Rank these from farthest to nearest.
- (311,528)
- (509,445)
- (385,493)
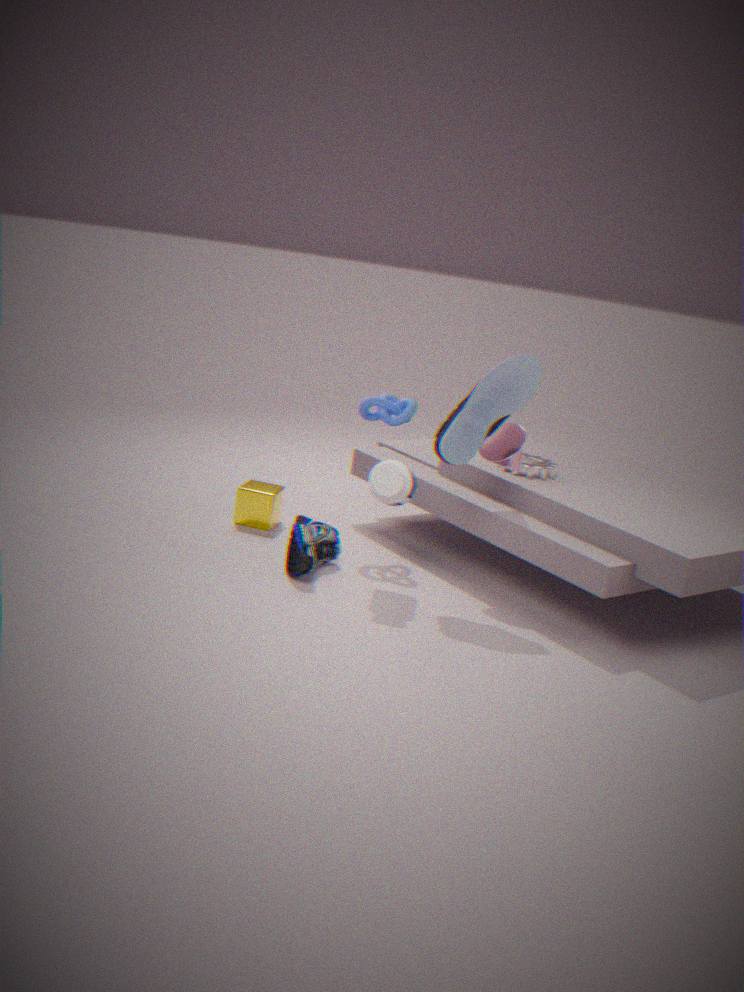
(311,528), (509,445), (385,493)
